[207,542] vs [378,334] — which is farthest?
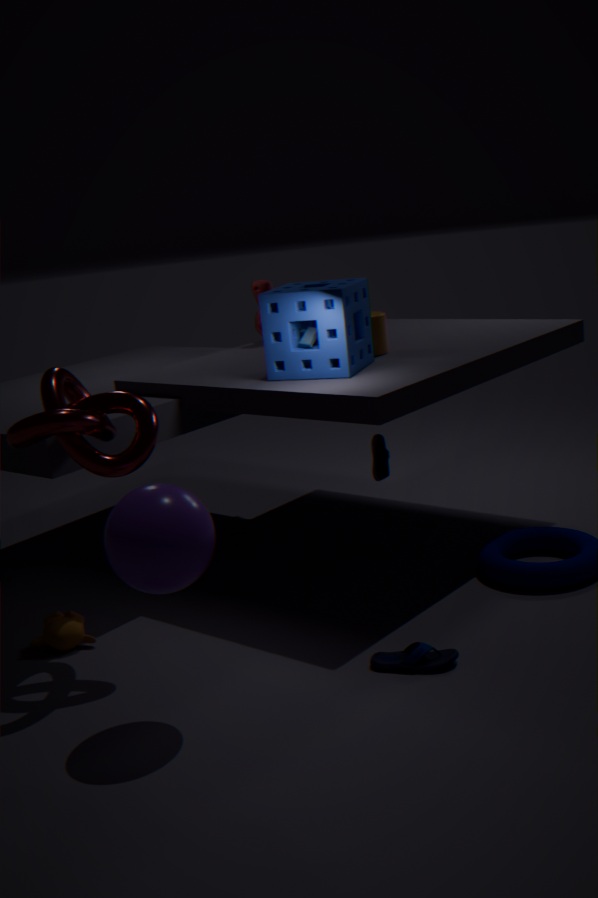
[378,334]
